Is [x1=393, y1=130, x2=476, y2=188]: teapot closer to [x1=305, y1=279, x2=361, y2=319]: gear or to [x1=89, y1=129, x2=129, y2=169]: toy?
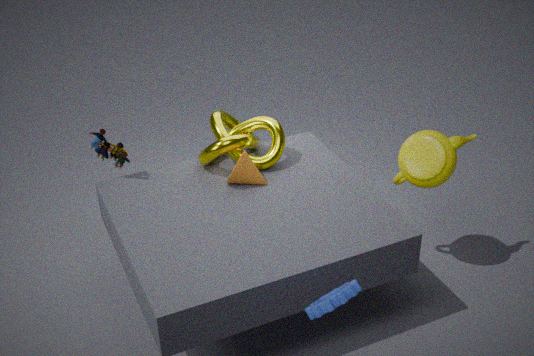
[x1=305, y1=279, x2=361, y2=319]: gear
